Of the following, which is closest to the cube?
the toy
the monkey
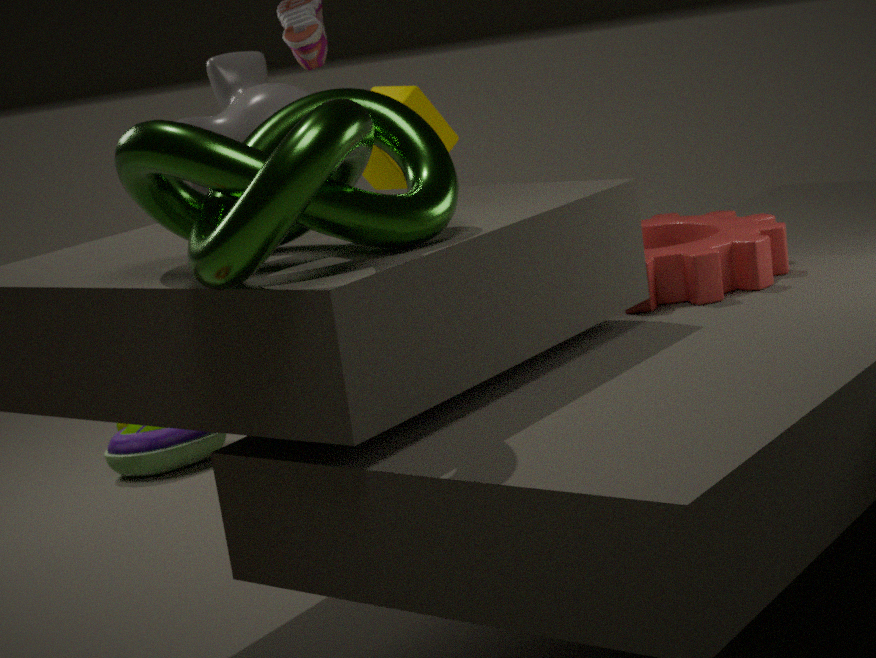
the monkey
